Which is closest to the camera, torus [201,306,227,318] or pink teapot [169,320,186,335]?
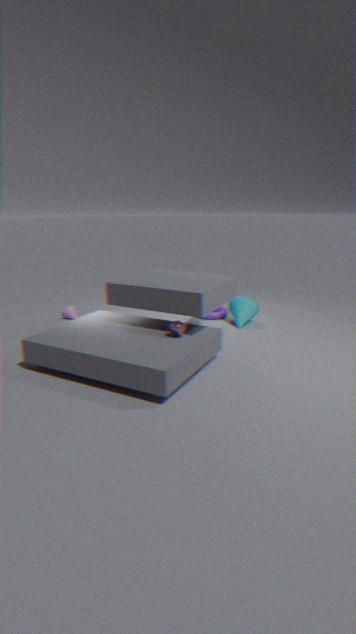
pink teapot [169,320,186,335]
